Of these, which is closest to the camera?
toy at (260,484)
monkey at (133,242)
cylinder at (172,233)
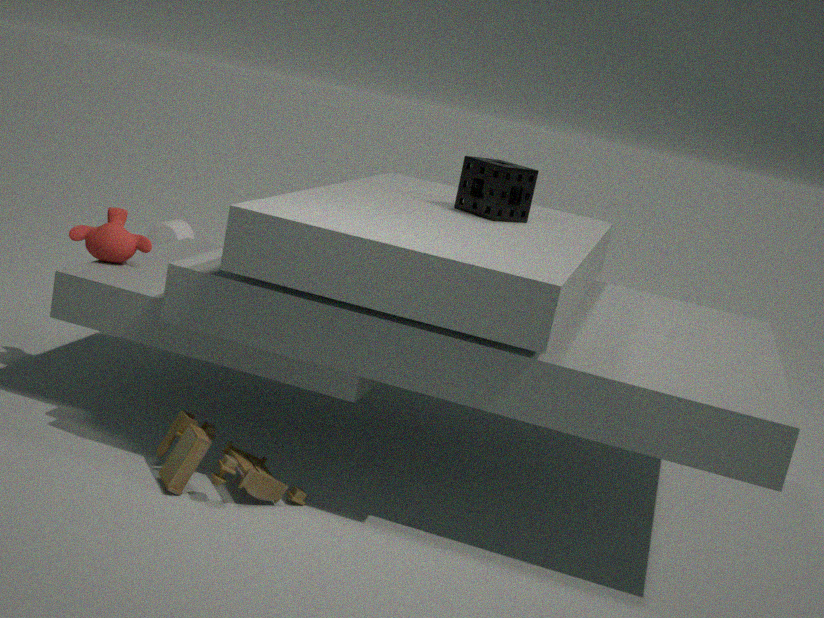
toy at (260,484)
